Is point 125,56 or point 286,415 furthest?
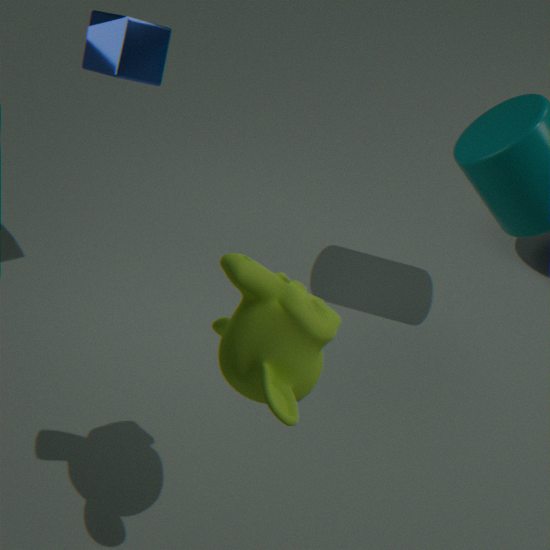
point 125,56
